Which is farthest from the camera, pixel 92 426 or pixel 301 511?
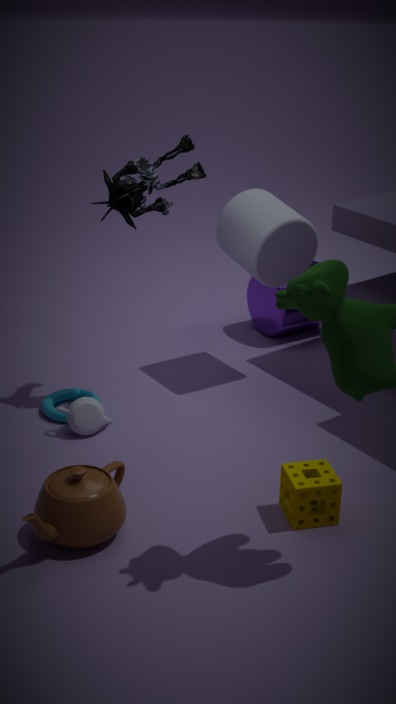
pixel 92 426
